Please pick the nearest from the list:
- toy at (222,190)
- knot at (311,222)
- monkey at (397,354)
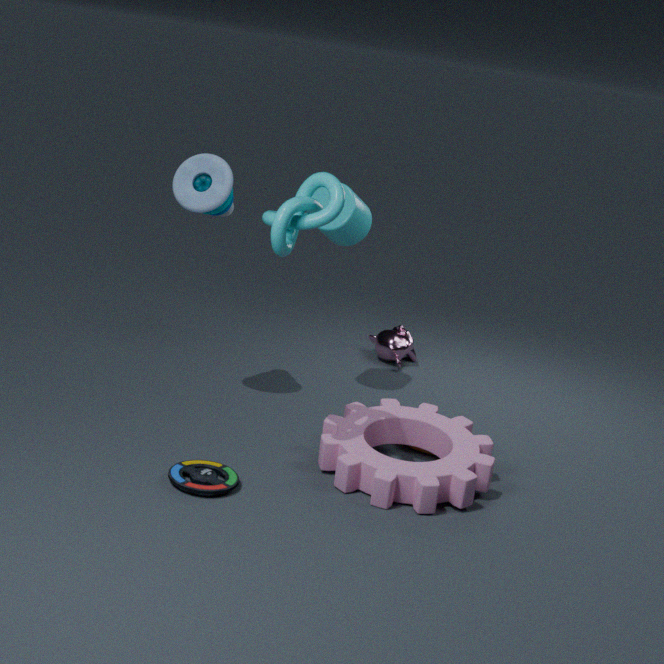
knot at (311,222)
